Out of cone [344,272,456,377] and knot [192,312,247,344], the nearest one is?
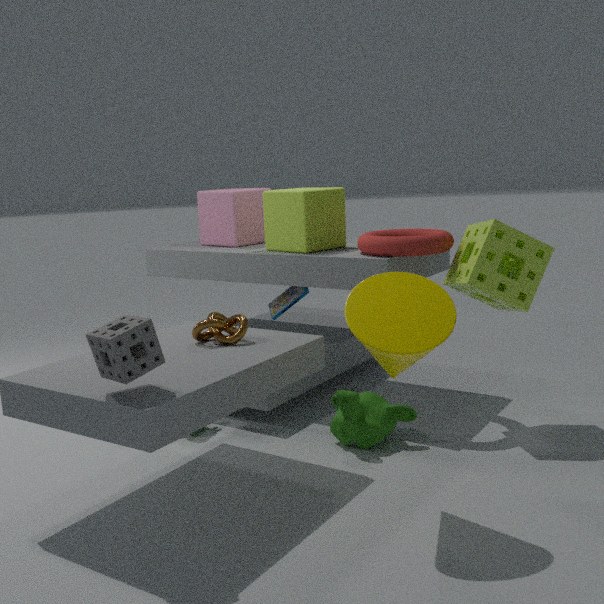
cone [344,272,456,377]
